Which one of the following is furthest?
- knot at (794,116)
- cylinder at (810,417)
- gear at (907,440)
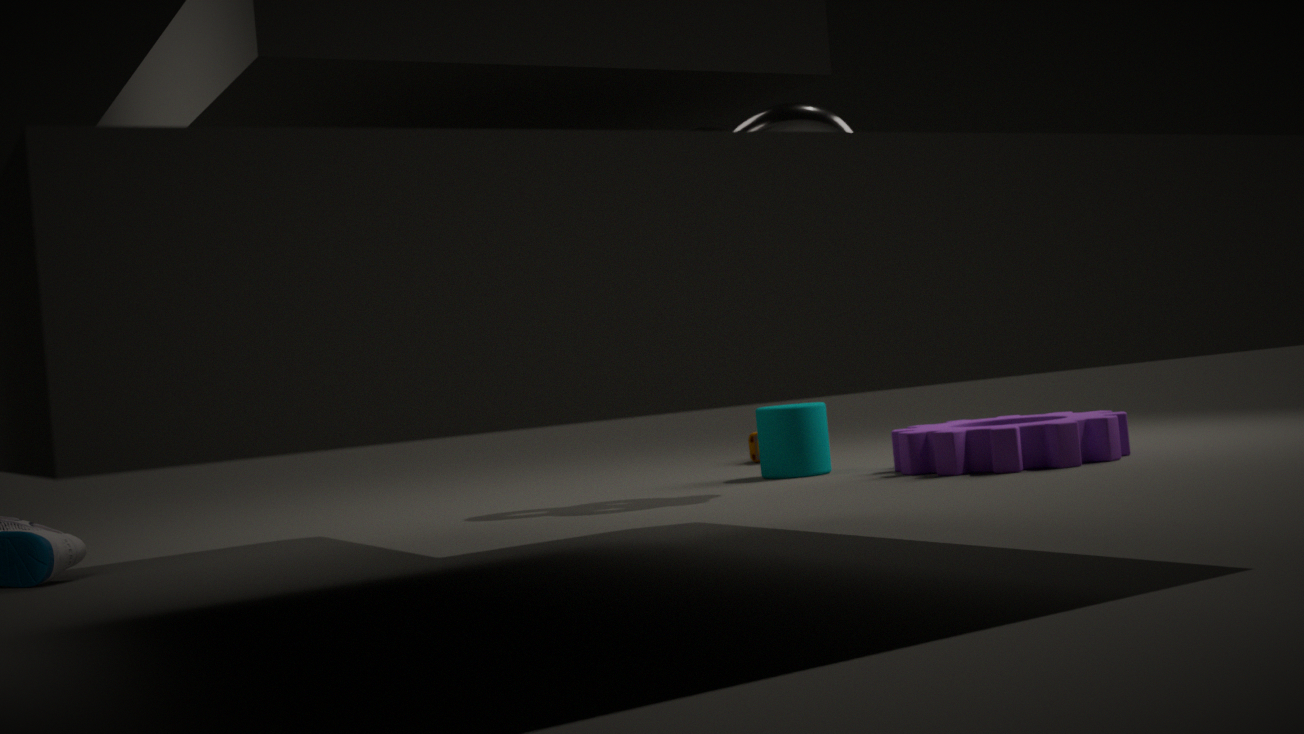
cylinder at (810,417)
